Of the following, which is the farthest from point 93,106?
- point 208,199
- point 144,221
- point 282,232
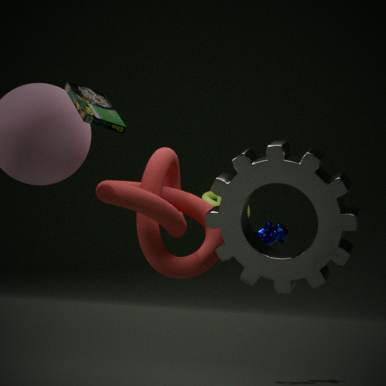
point 282,232
